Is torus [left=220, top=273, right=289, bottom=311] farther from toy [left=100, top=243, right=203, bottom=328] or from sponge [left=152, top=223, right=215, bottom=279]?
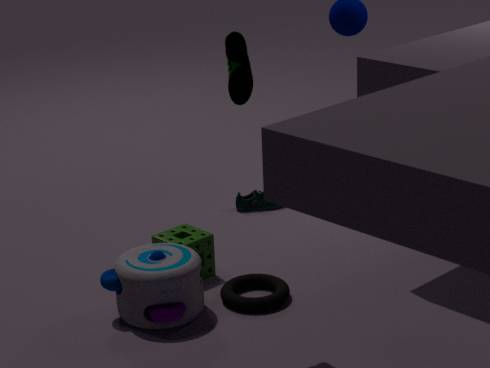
sponge [left=152, top=223, right=215, bottom=279]
